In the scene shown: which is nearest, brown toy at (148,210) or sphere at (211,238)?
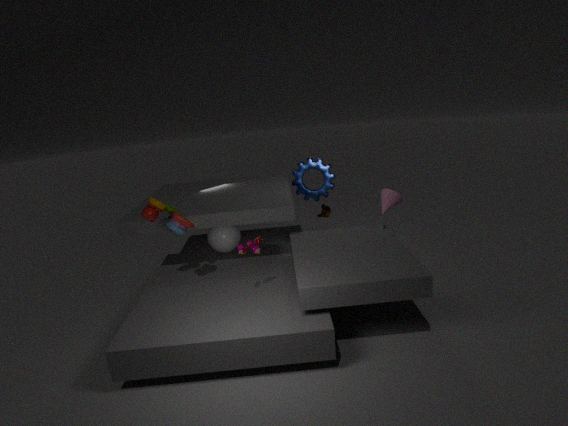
brown toy at (148,210)
